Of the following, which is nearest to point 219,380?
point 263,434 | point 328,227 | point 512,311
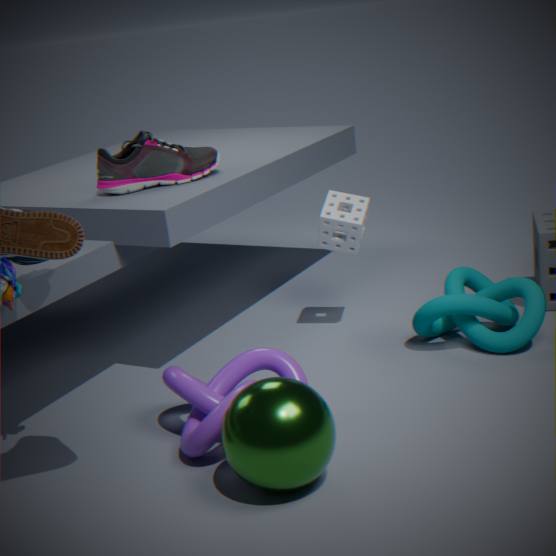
point 263,434
